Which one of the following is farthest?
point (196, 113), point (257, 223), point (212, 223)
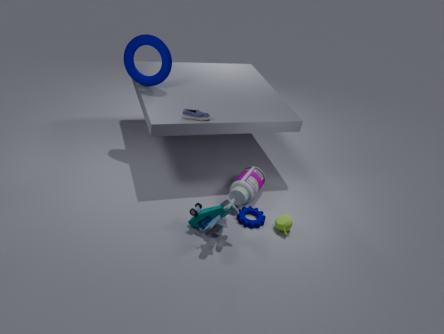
point (196, 113)
